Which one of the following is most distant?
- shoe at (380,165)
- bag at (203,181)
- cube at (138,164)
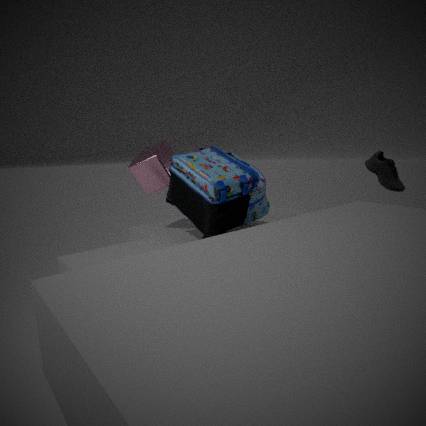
shoe at (380,165)
